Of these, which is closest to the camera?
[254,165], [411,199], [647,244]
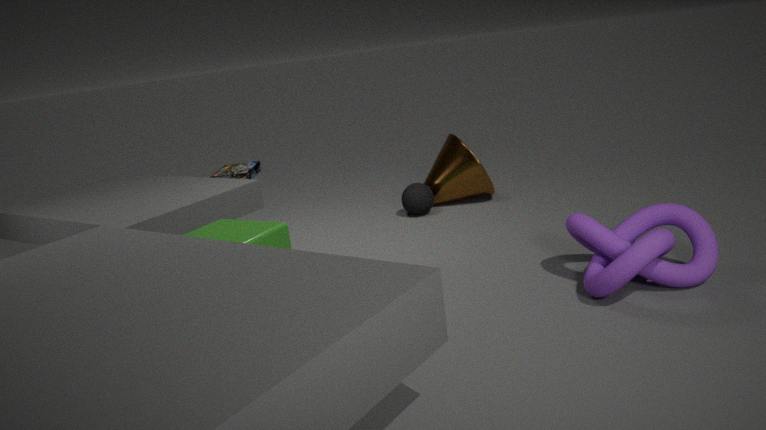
[647,244]
